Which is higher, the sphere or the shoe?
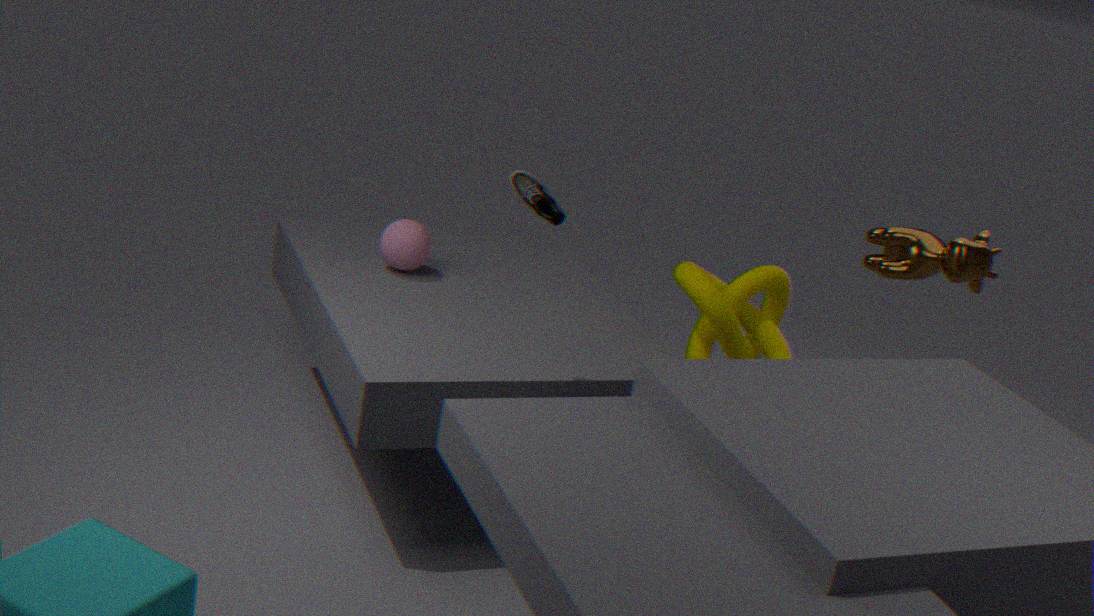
the shoe
